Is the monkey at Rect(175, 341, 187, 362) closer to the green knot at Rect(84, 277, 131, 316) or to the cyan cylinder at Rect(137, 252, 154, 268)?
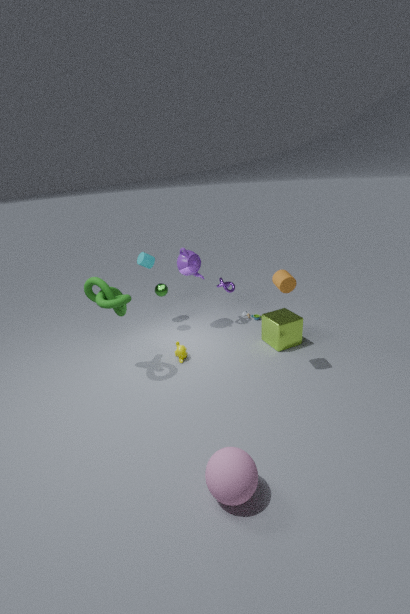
the green knot at Rect(84, 277, 131, 316)
